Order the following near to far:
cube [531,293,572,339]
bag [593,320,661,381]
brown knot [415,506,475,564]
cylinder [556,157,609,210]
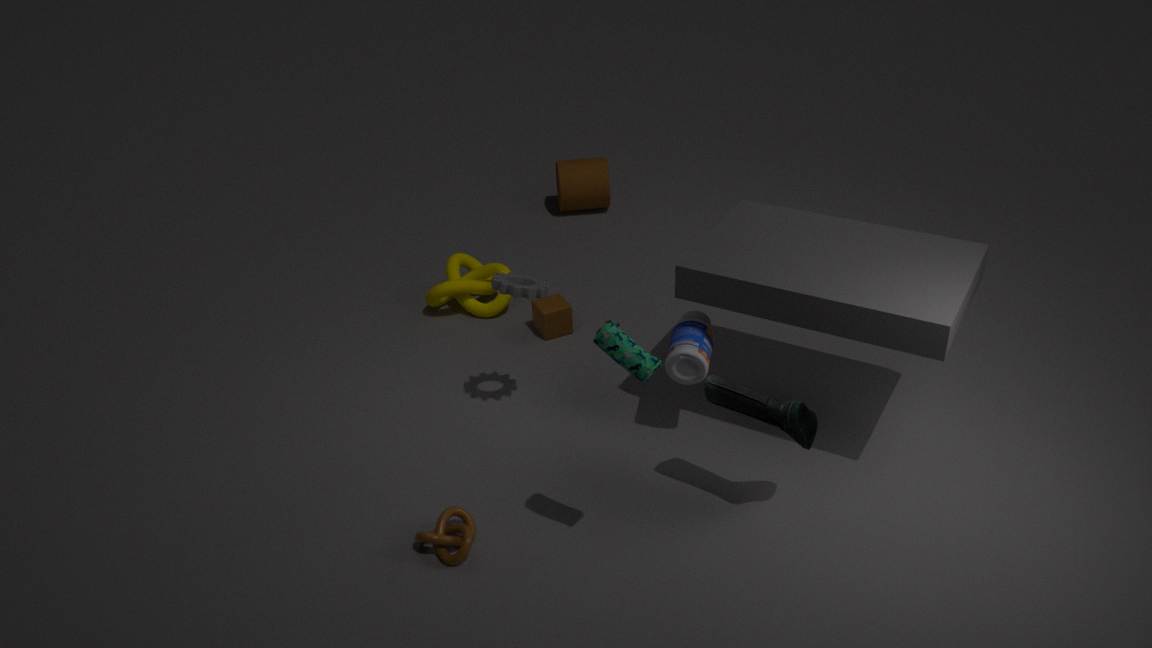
1. bag [593,320,661,381]
2. brown knot [415,506,475,564]
3. cube [531,293,572,339]
4. cylinder [556,157,609,210]
